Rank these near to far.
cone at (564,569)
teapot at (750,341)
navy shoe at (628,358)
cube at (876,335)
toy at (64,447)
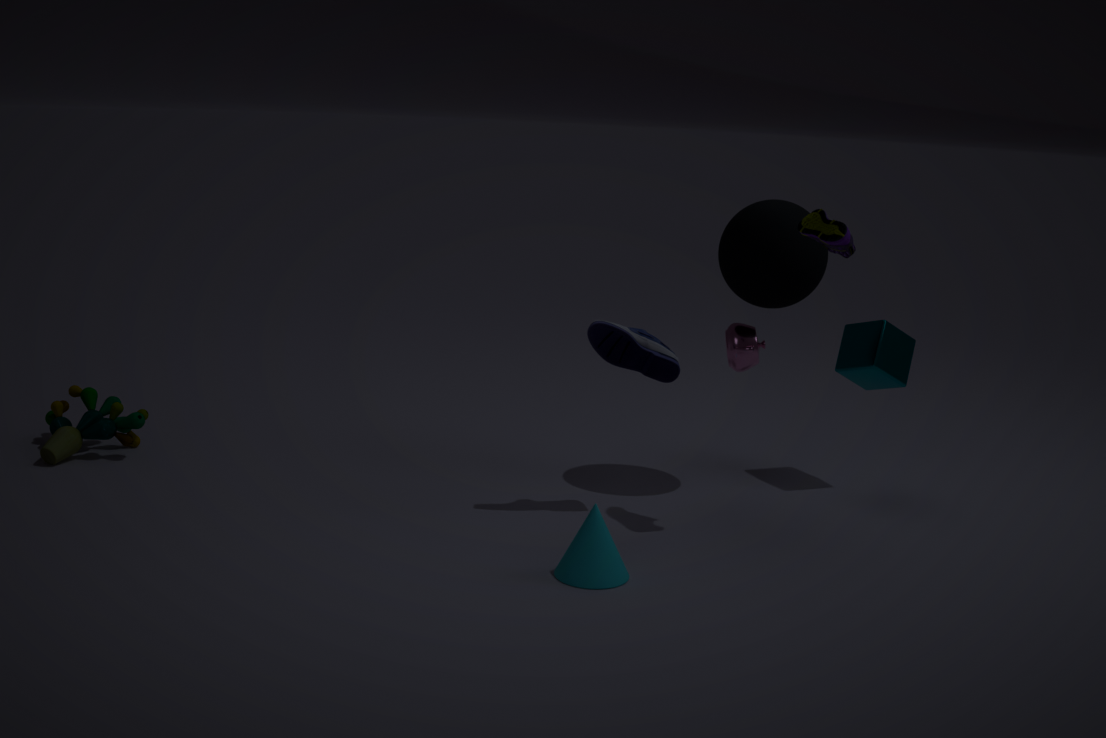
cone at (564,569), navy shoe at (628,358), teapot at (750,341), toy at (64,447), cube at (876,335)
